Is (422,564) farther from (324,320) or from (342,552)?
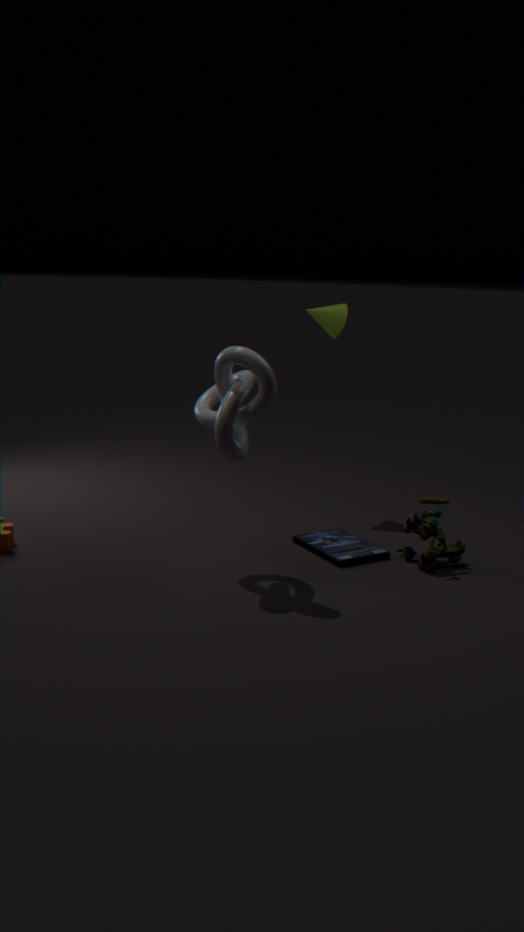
(324,320)
